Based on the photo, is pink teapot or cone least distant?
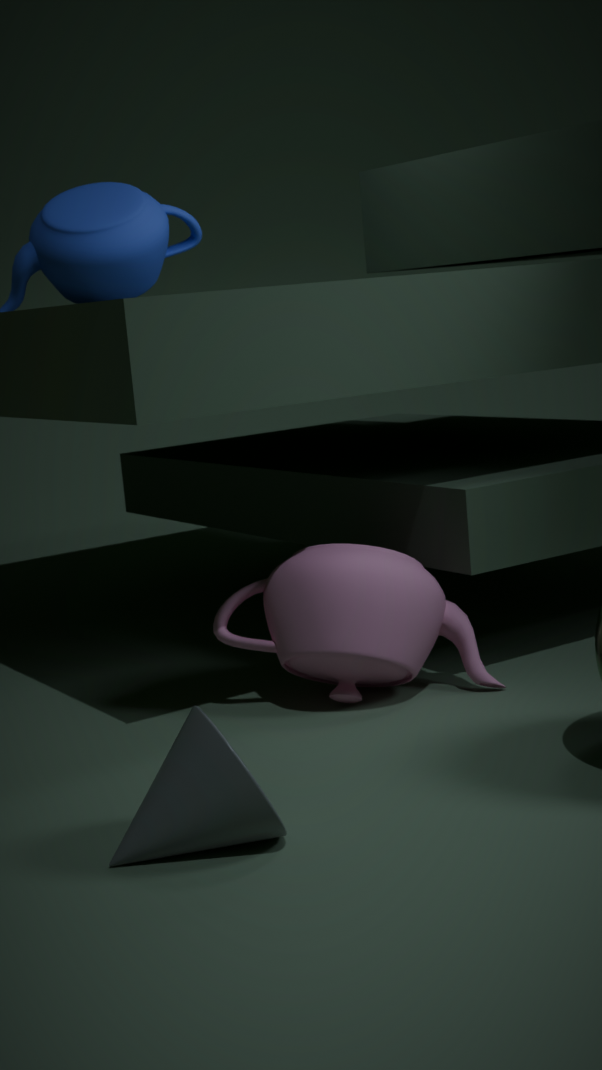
cone
